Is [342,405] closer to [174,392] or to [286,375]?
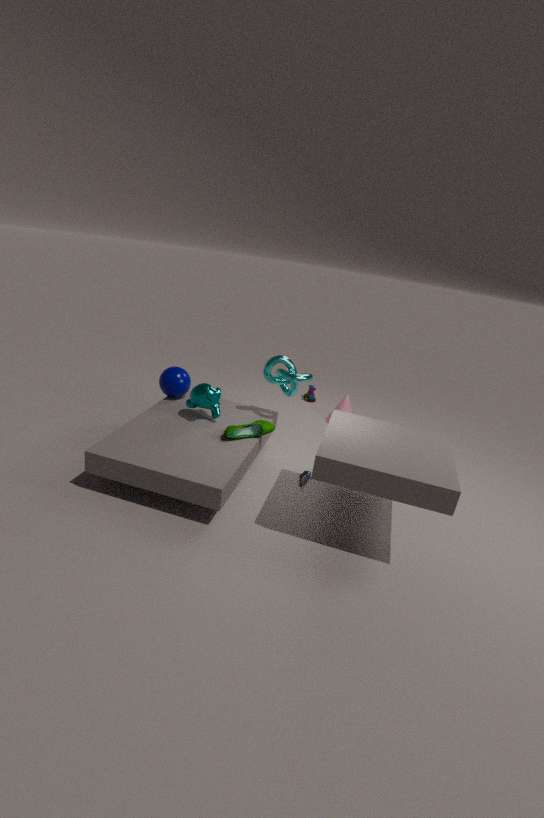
[286,375]
